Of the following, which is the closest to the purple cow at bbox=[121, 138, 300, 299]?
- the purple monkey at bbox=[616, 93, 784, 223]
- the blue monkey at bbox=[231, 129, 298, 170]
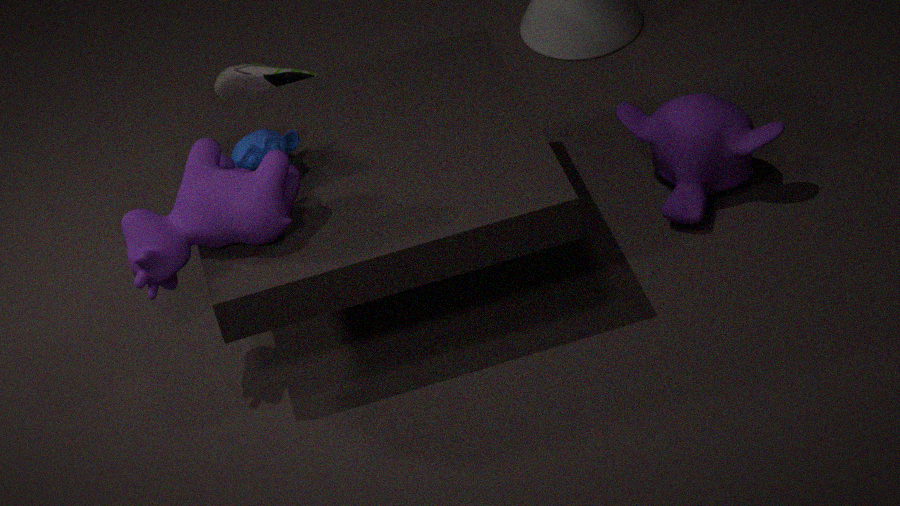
the blue monkey at bbox=[231, 129, 298, 170]
